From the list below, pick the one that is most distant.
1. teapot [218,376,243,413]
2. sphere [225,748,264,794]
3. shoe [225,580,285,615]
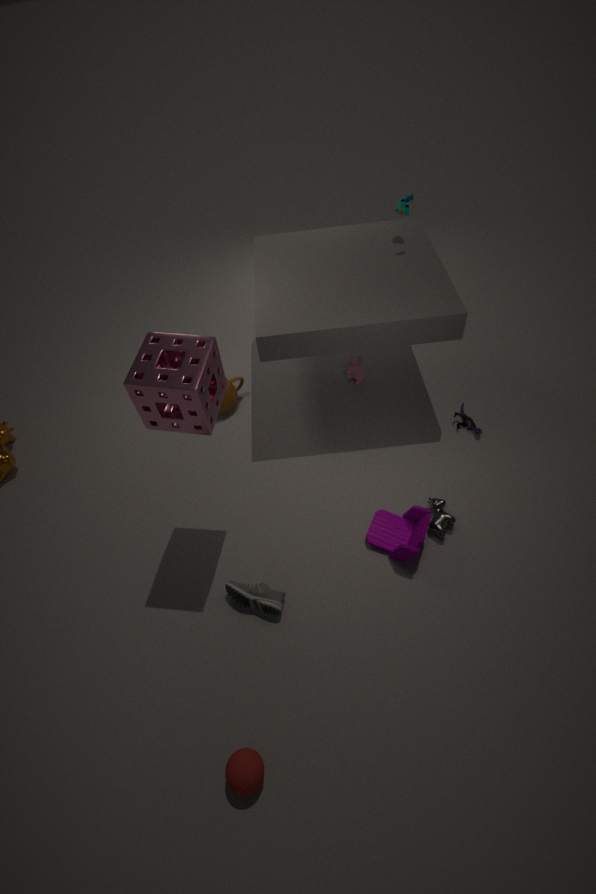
teapot [218,376,243,413]
